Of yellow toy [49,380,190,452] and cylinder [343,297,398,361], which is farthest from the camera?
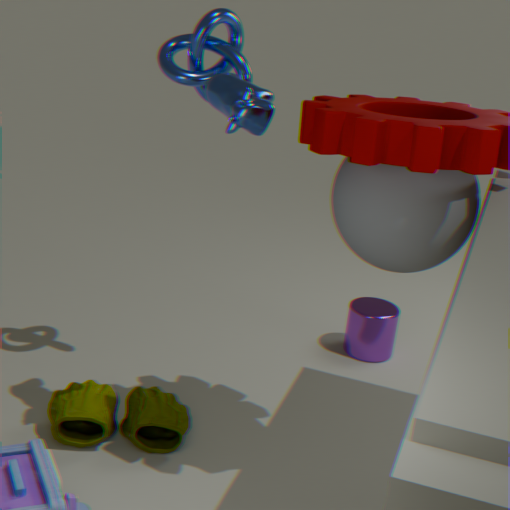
cylinder [343,297,398,361]
